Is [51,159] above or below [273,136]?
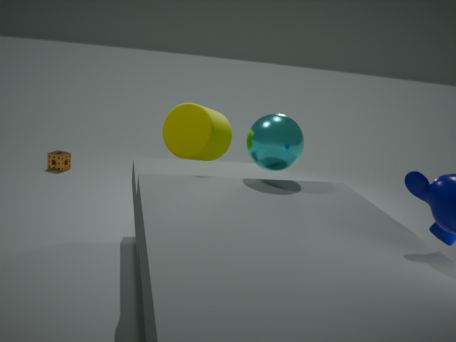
below
